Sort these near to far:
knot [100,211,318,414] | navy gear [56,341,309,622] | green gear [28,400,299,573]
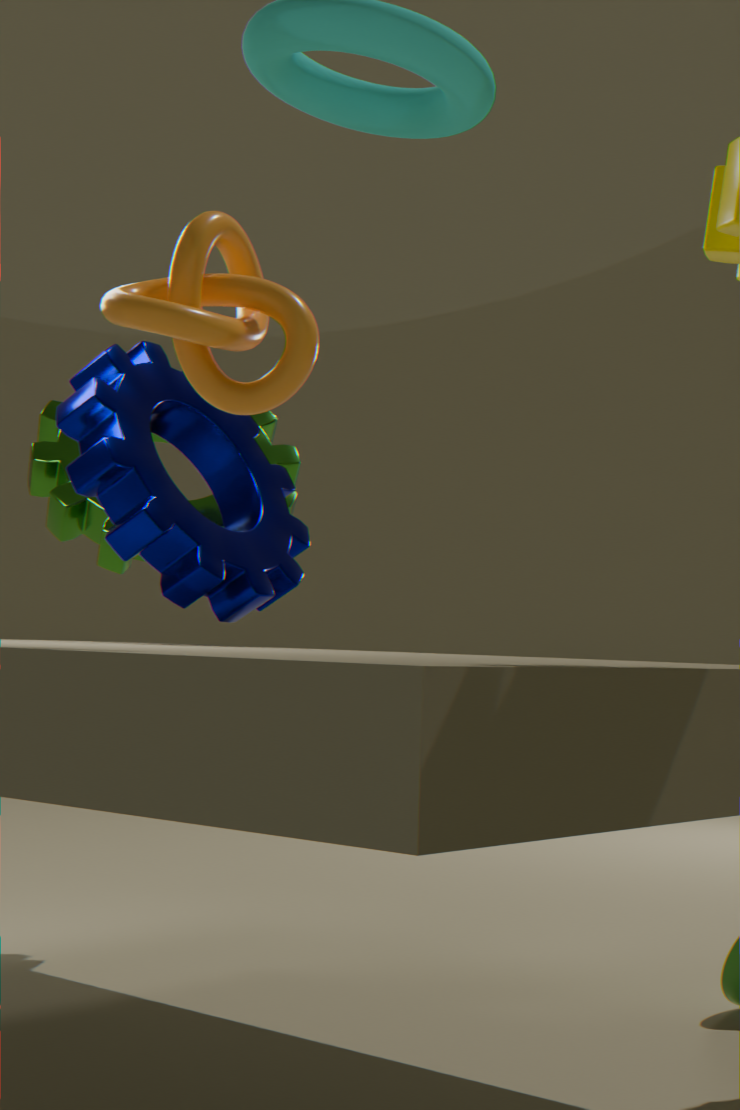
knot [100,211,318,414]
navy gear [56,341,309,622]
green gear [28,400,299,573]
